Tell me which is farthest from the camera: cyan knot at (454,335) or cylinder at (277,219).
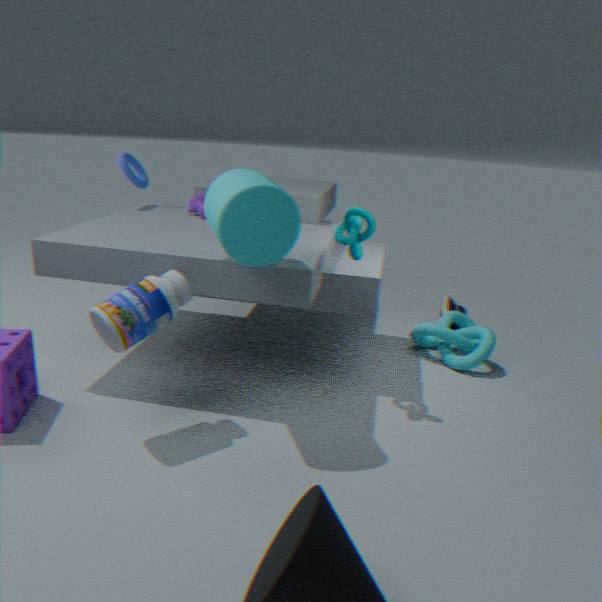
cyan knot at (454,335)
